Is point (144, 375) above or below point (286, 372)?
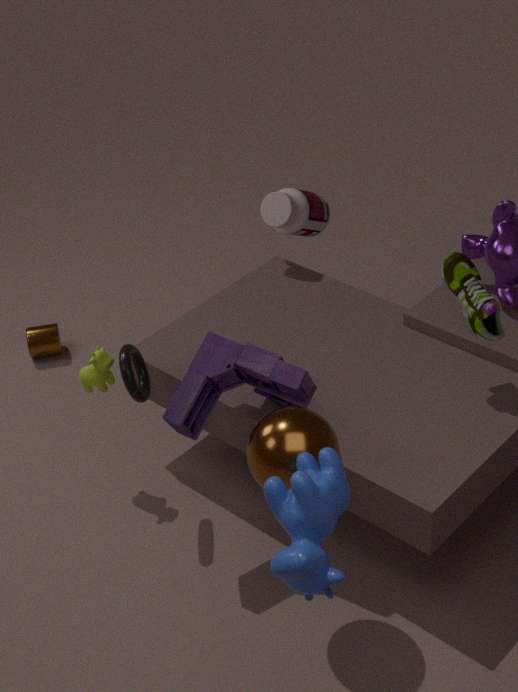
below
